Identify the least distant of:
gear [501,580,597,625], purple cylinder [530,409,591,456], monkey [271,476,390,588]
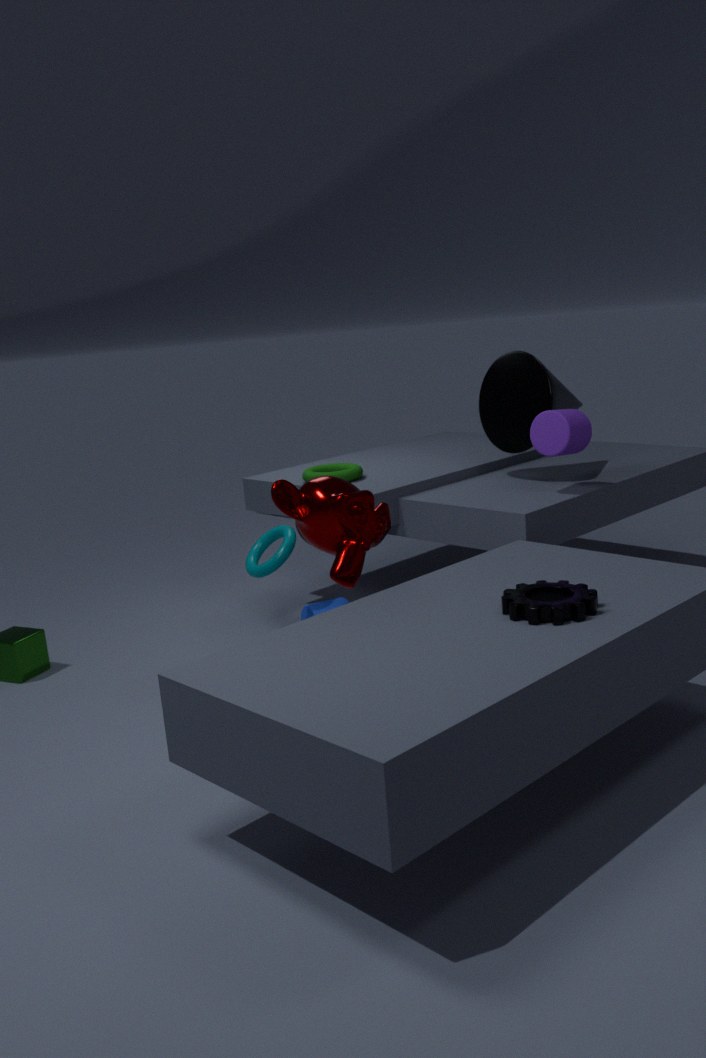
gear [501,580,597,625]
